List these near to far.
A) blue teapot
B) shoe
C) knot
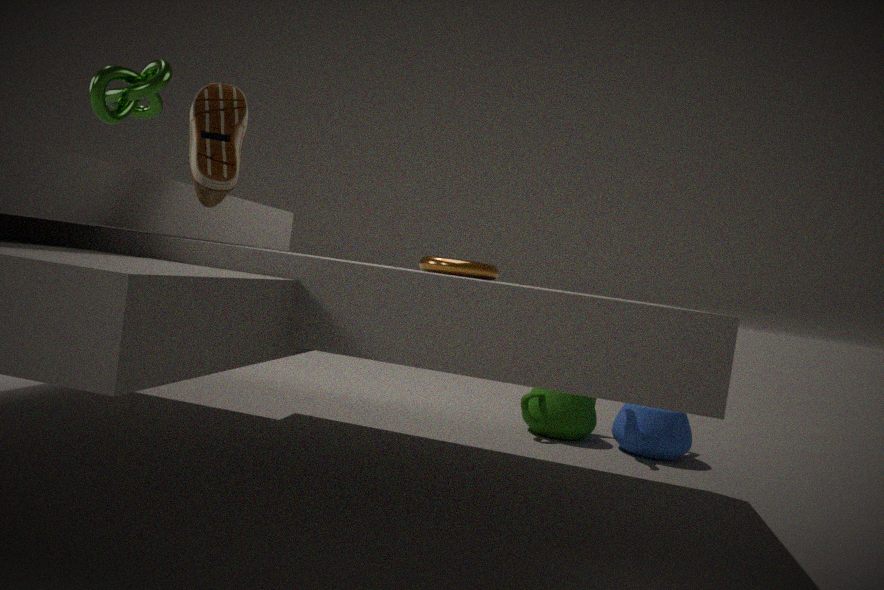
shoe < knot < blue teapot
